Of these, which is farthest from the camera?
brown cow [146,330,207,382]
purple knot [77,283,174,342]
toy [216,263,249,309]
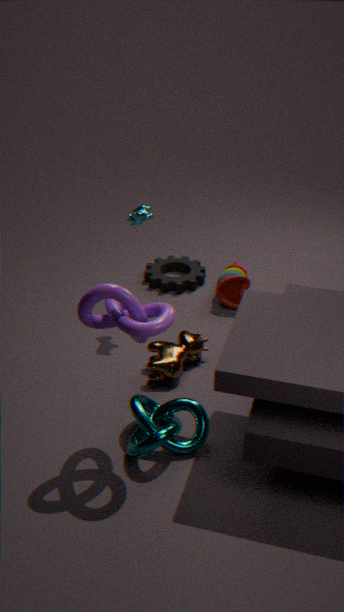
toy [216,263,249,309]
